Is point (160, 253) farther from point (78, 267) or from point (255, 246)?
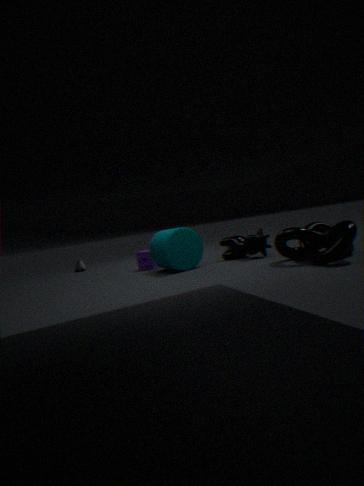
point (78, 267)
